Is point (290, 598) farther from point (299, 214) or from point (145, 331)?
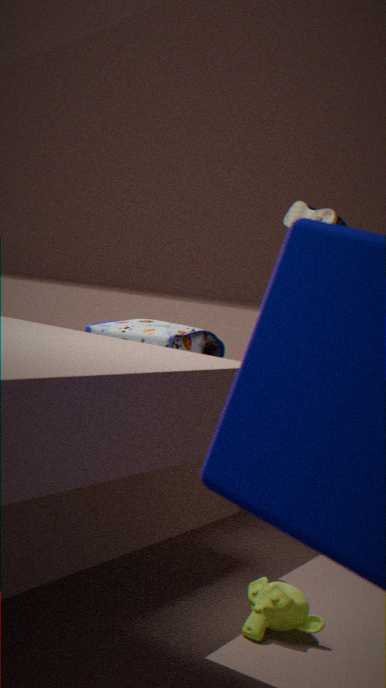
point (299, 214)
